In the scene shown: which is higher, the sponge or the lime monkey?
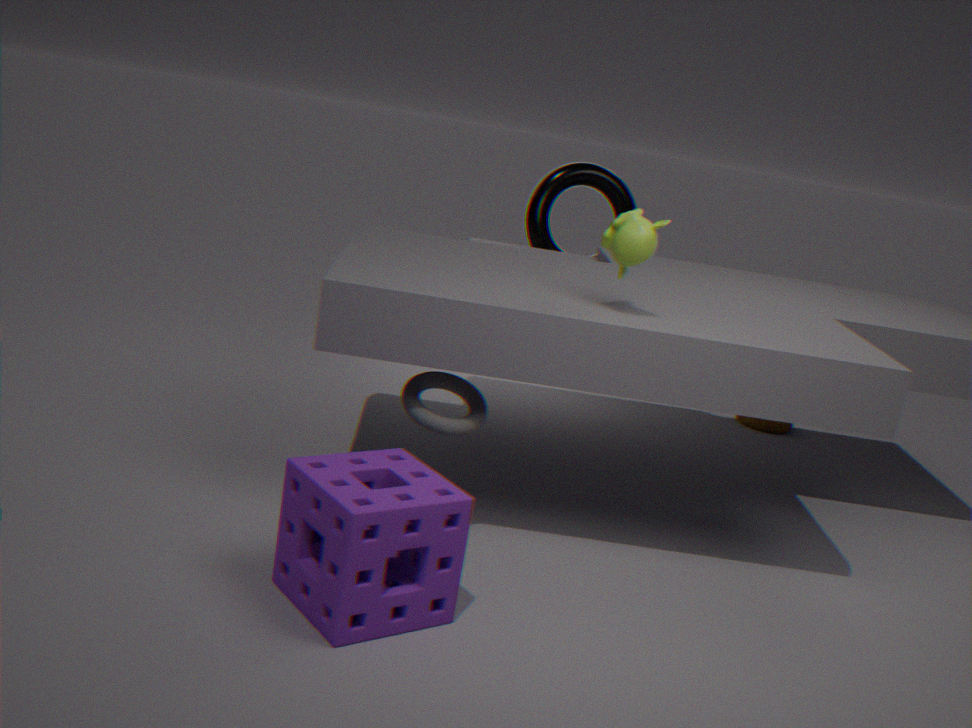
the lime monkey
